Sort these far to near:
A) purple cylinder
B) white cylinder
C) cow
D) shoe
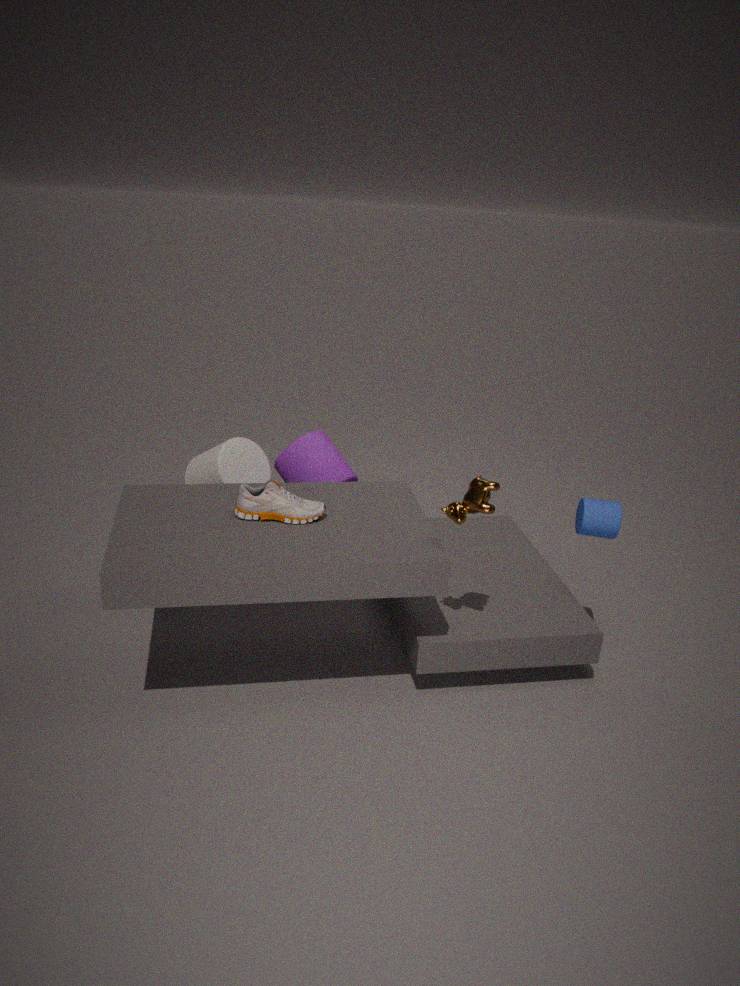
purple cylinder < white cylinder < shoe < cow
